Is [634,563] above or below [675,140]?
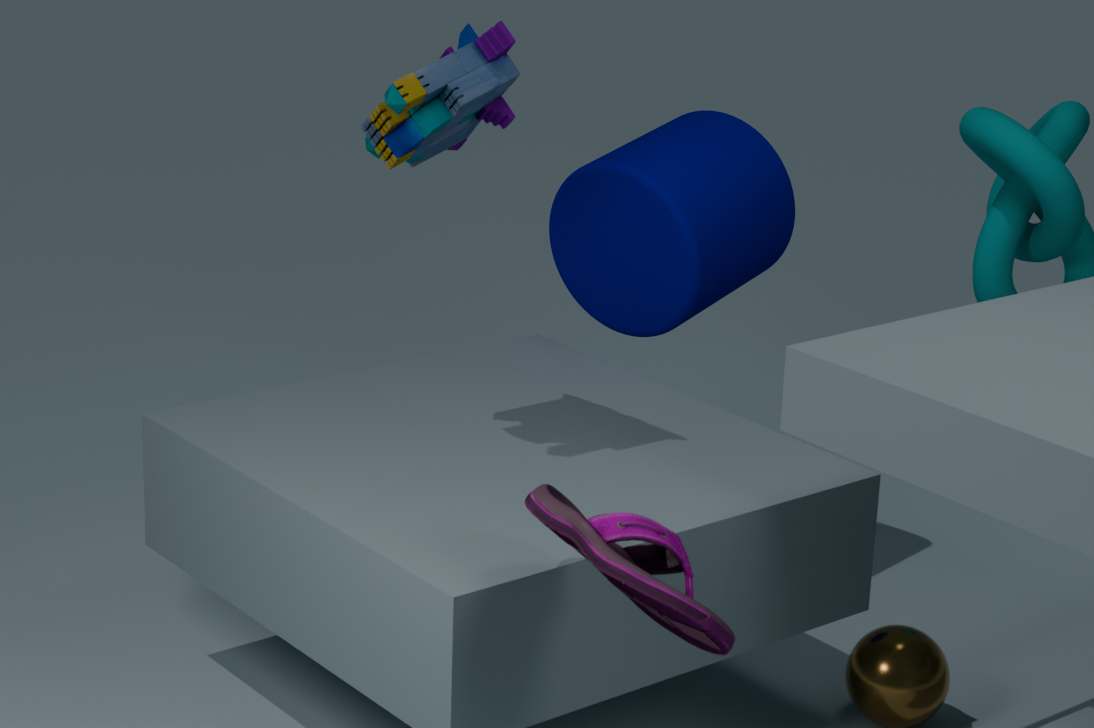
below
